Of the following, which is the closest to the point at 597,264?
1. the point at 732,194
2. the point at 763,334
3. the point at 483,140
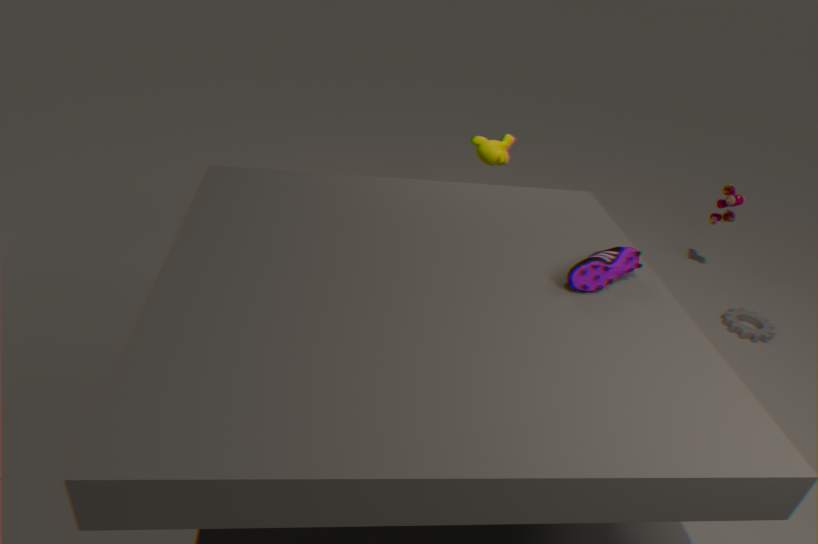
the point at 483,140
